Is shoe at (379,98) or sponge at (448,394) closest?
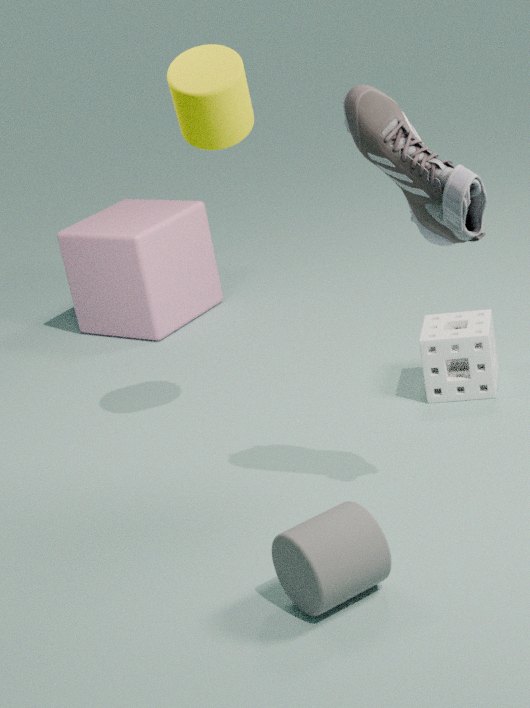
shoe at (379,98)
